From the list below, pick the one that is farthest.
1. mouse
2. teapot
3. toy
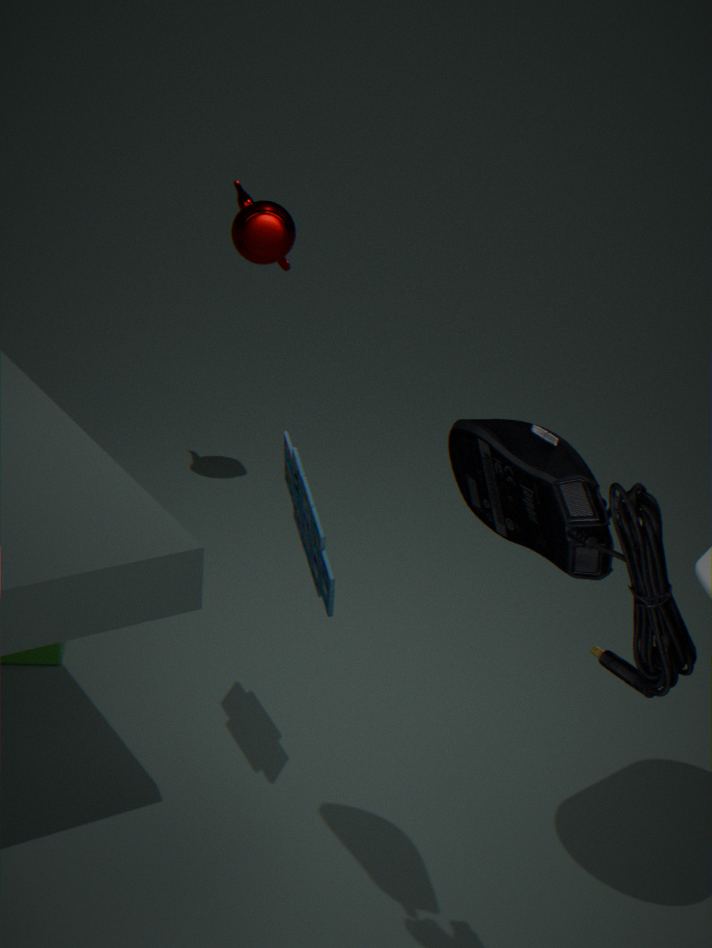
teapot
